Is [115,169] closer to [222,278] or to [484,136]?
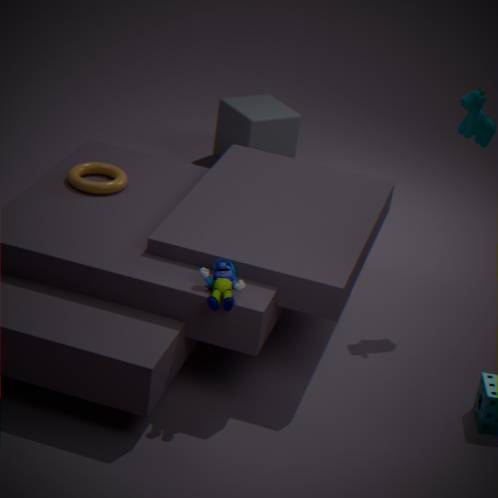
[222,278]
